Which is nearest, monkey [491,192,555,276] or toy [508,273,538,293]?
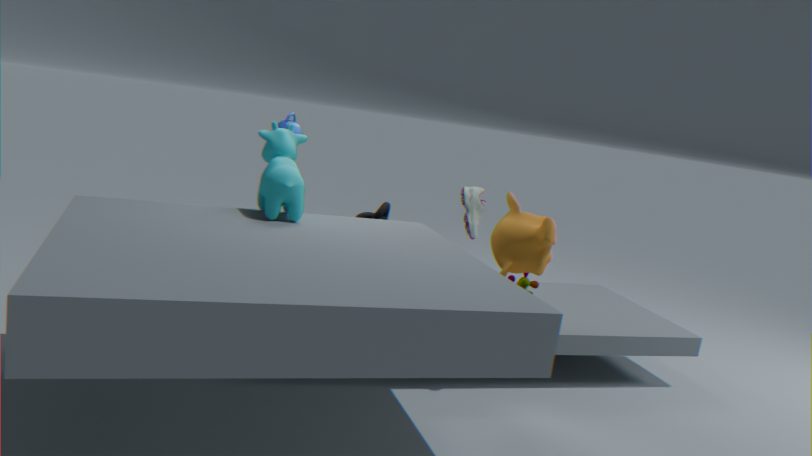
monkey [491,192,555,276]
